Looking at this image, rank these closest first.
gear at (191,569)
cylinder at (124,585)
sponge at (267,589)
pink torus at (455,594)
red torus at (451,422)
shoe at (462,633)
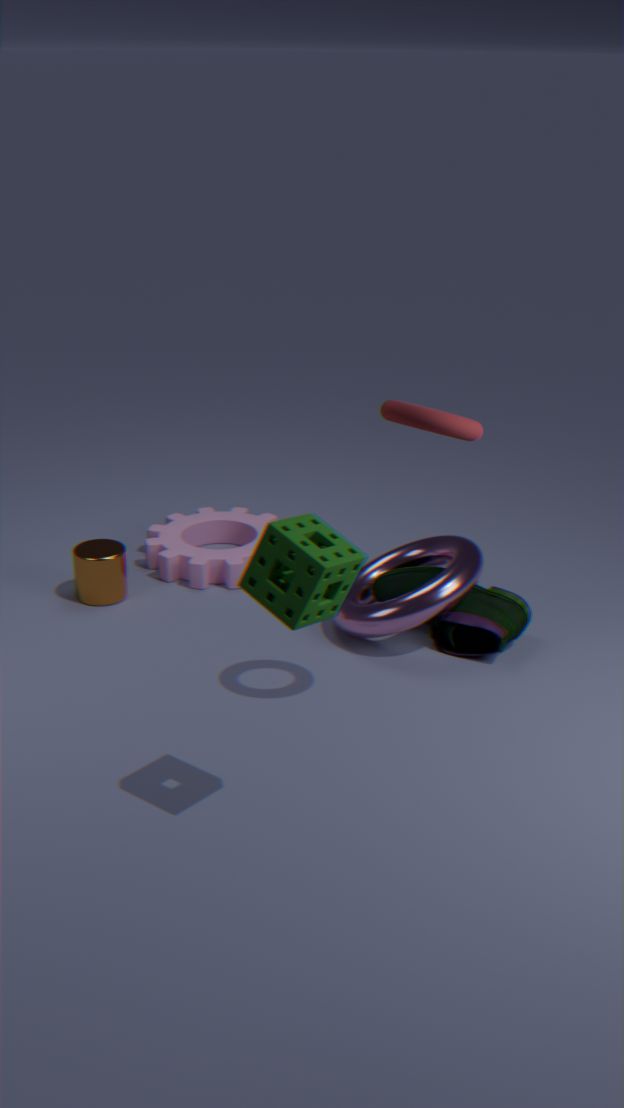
sponge at (267,589) < red torus at (451,422) < pink torus at (455,594) < shoe at (462,633) < cylinder at (124,585) < gear at (191,569)
